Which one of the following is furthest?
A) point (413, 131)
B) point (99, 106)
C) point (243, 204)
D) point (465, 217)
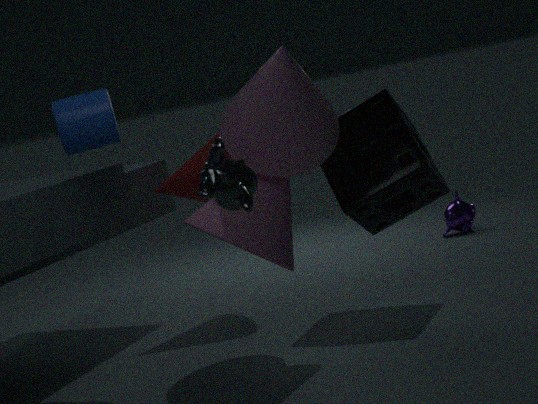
point (465, 217)
